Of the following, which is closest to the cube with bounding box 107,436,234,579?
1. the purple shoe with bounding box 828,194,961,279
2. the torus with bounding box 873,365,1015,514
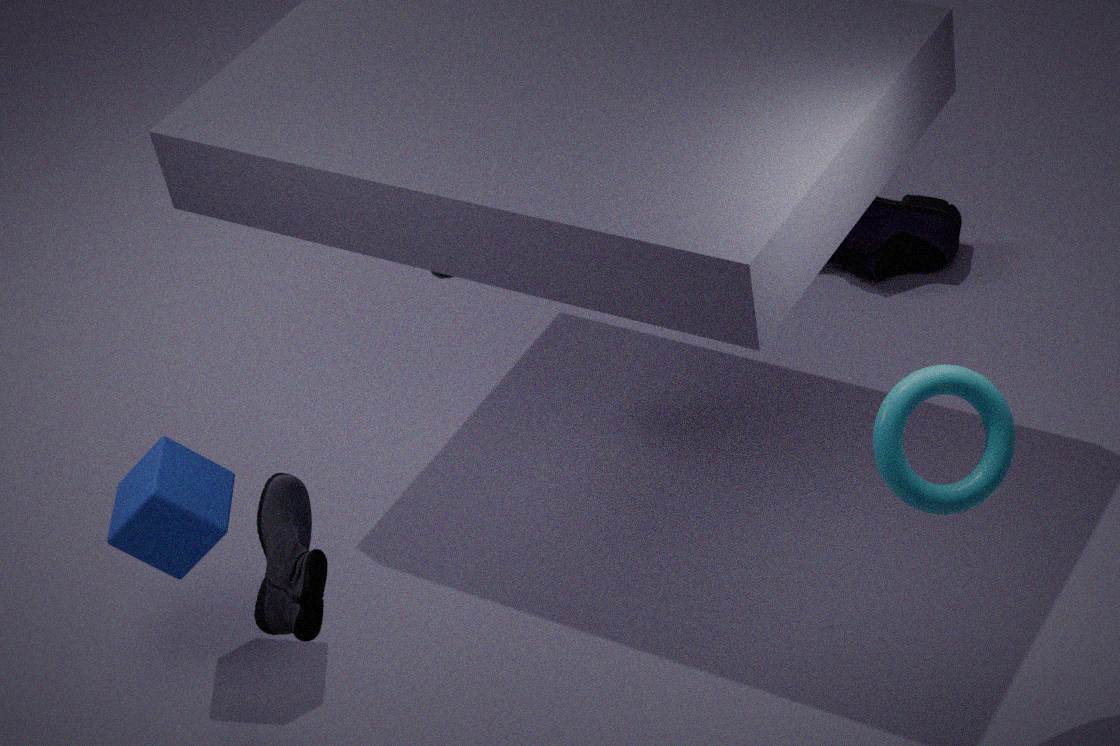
the torus with bounding box 873,365,1015,514
